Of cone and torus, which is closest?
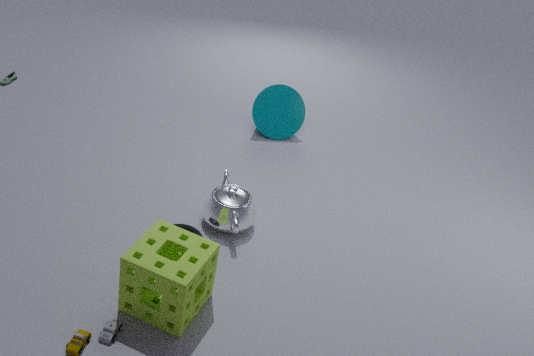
torus
